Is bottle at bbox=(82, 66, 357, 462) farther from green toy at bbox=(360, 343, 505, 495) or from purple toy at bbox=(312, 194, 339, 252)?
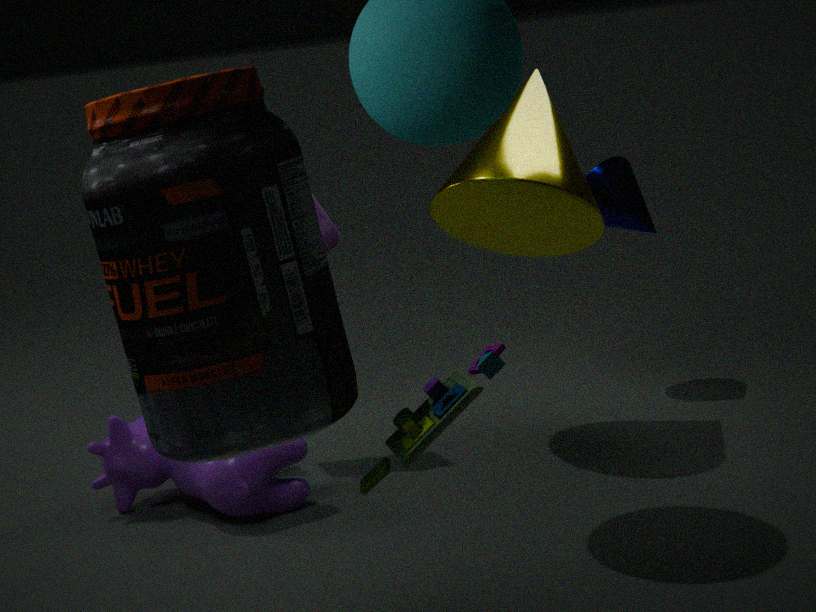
purple toy at bbox=(312, 194, 339, 252)
